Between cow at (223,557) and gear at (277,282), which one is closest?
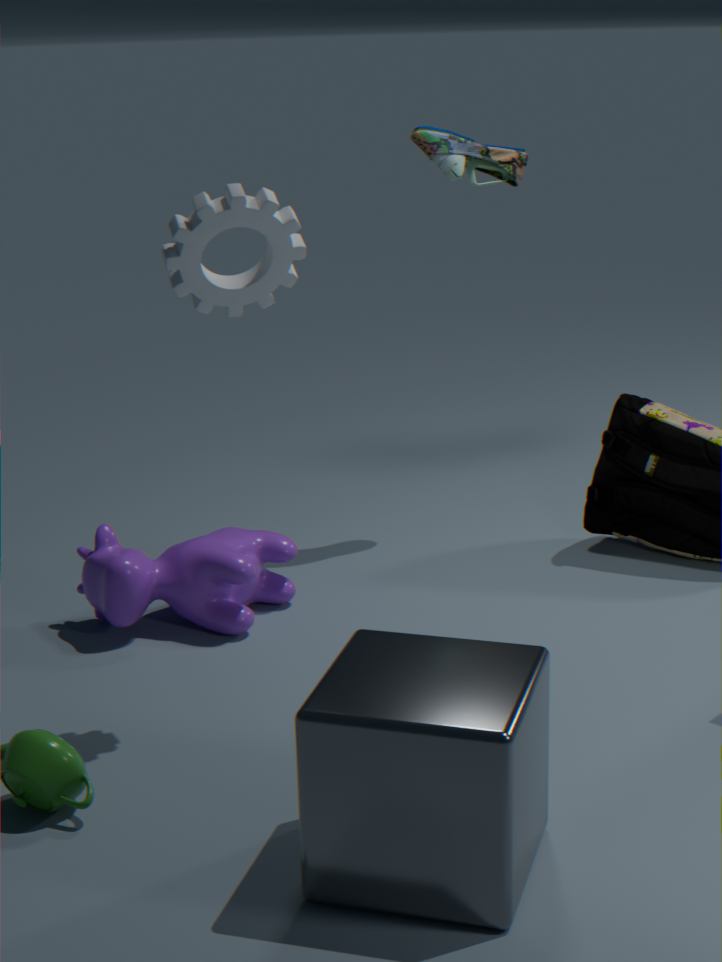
gear at (277,282)
